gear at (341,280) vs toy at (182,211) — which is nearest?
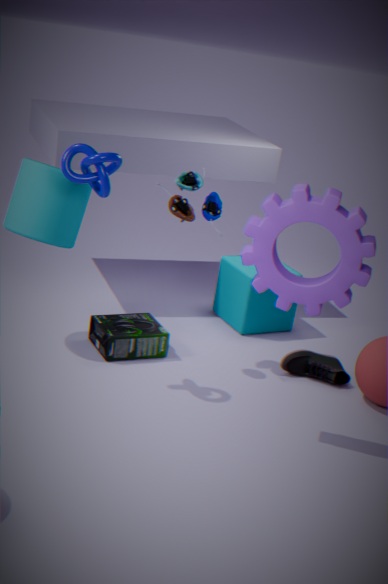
gear at (341,280)
